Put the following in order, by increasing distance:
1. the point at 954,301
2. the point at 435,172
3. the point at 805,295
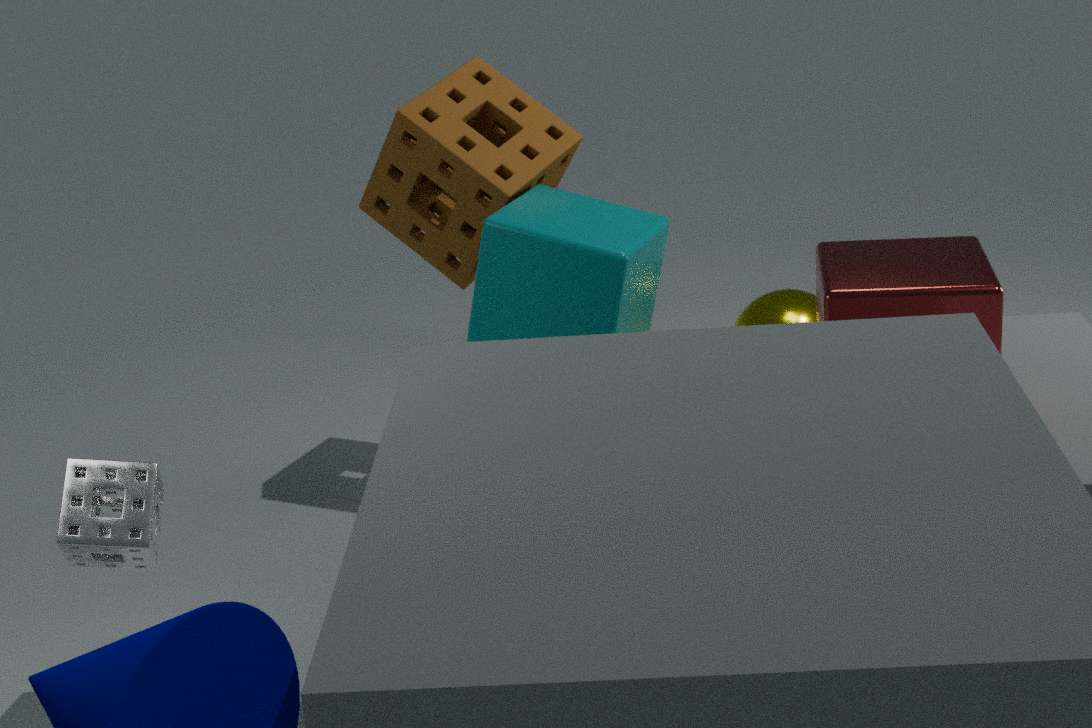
the point at 954,301, the point at 435,172, the point at 805,295
